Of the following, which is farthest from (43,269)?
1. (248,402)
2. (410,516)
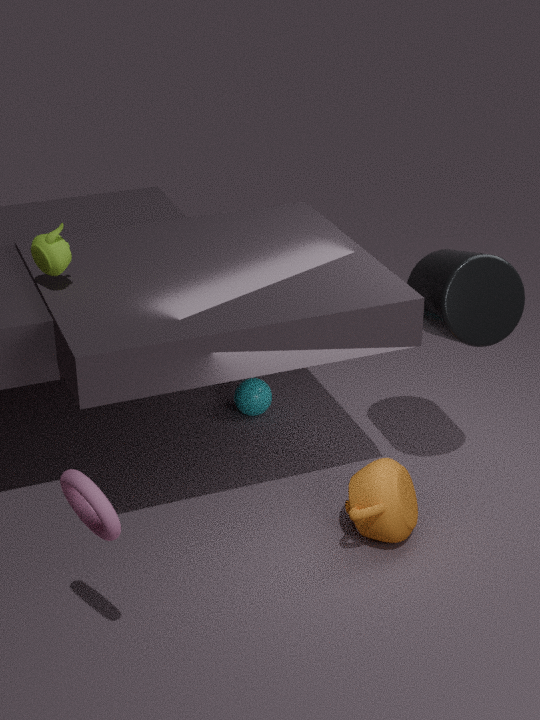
(410,516)
